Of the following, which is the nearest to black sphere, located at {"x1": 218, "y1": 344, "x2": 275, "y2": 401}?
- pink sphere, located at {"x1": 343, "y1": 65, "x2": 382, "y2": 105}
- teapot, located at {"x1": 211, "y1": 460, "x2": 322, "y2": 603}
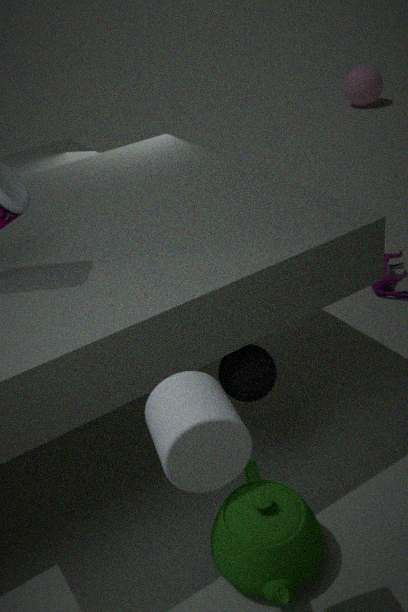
teapot, located at {"x1": 211, "y1": 460, "x2": 322, "y2": 603}
